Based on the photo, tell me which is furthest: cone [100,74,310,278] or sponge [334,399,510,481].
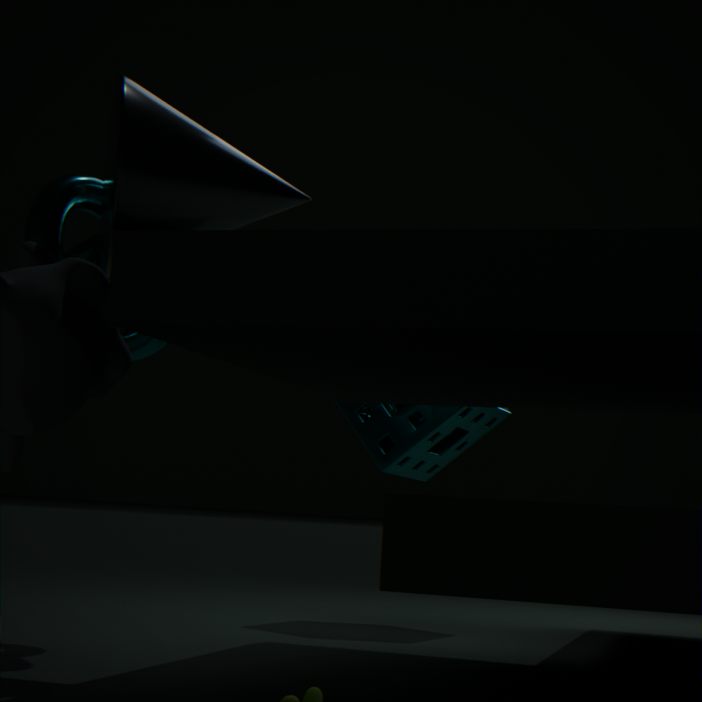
sponge [334,399,510,481]
